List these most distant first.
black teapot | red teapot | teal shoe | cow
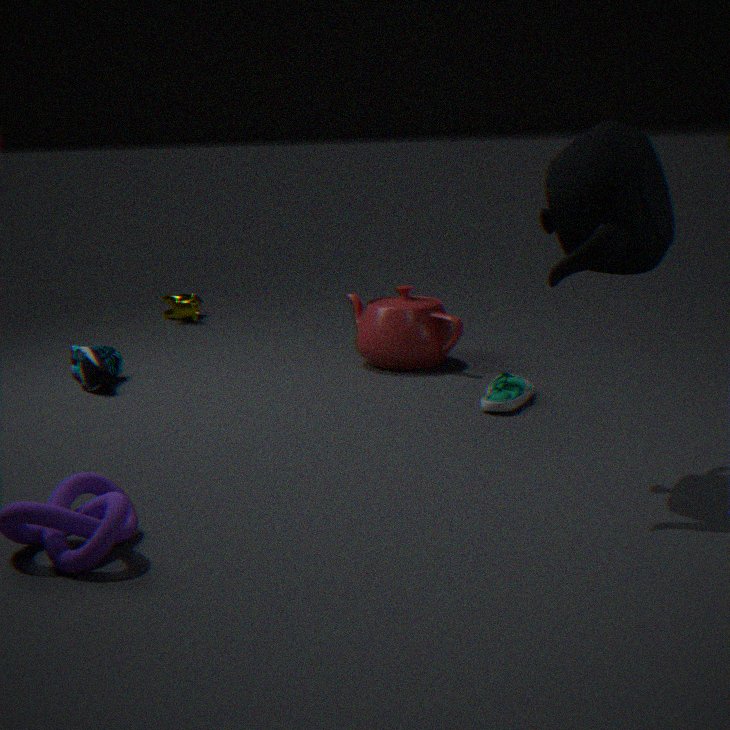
cow, red teapot, teal shoe, black teapot
